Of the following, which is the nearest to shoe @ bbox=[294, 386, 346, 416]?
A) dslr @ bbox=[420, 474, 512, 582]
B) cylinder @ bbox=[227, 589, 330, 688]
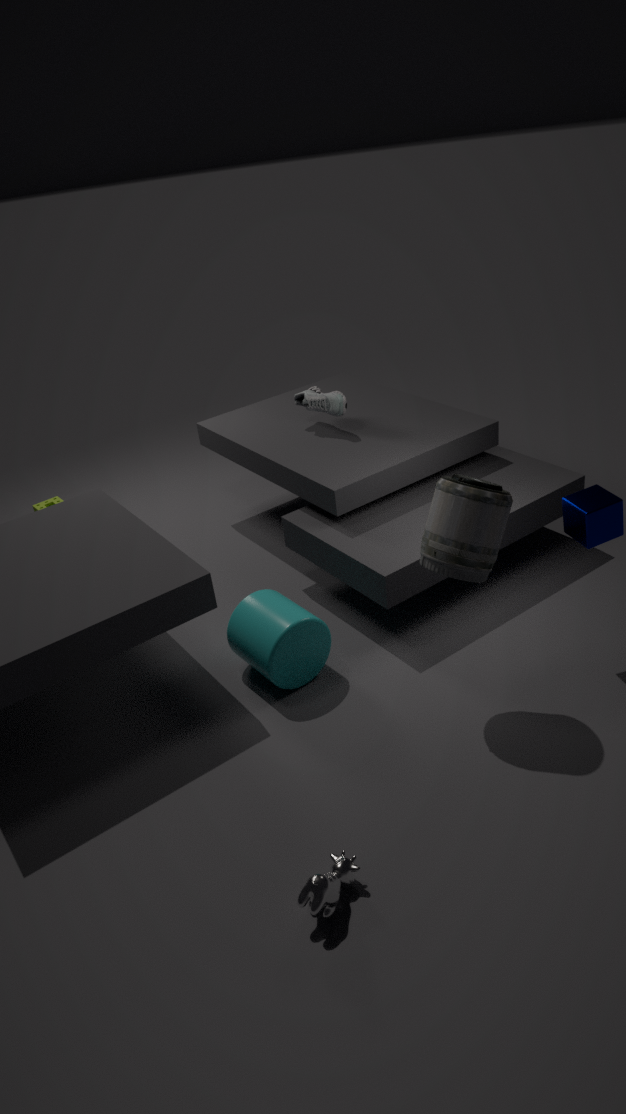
cylinder @ bbox=[227, 589, 330, 688]
